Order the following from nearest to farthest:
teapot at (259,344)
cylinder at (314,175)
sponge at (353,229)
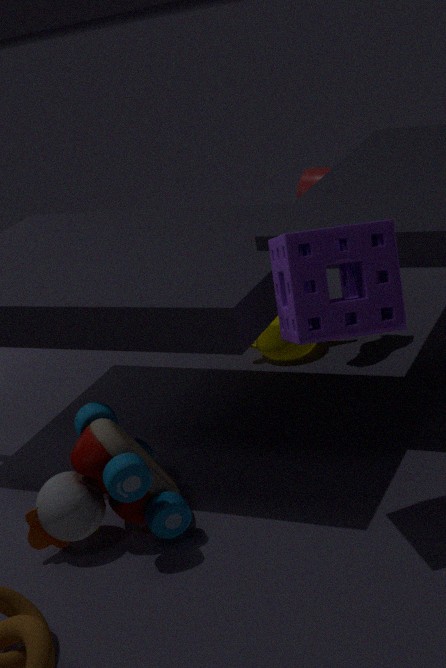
sponge at (353,229) < teapot at (259,344) < cylinder at (314,175)
